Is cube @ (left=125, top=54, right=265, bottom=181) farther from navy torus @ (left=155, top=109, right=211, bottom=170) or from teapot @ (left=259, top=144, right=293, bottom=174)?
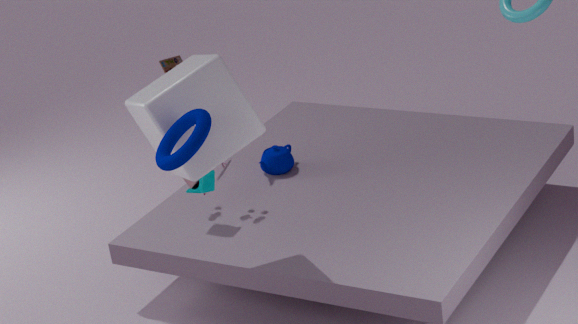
teapot @ (left=259, top=144, right=293, bottom=174)
